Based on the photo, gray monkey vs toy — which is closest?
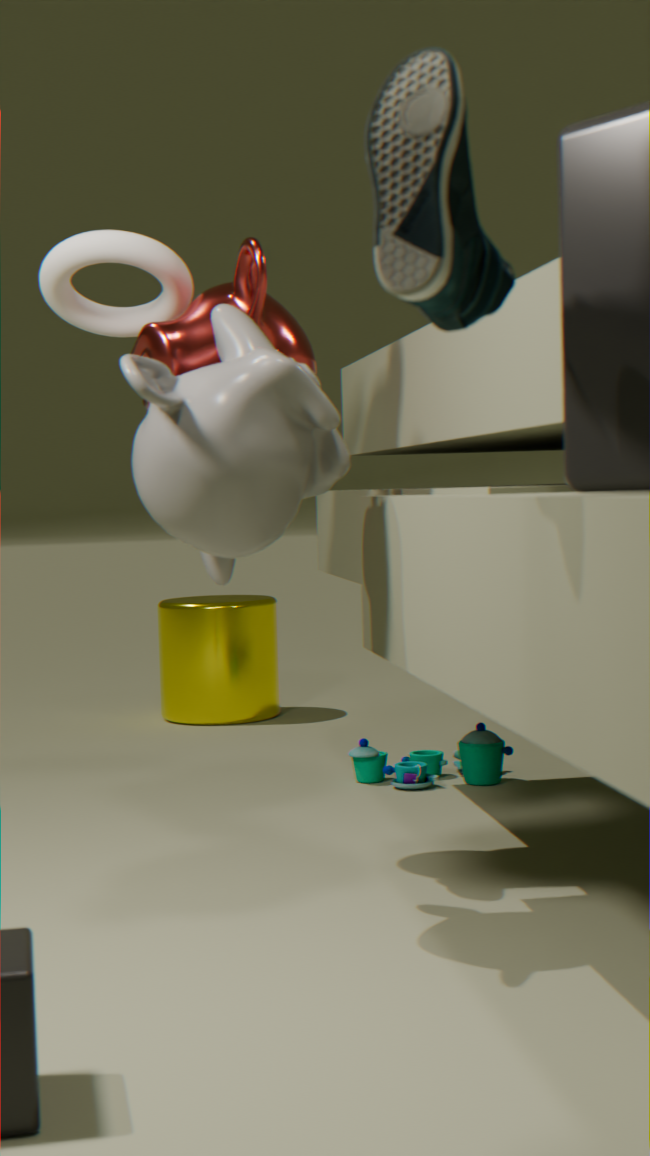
gray monkey
